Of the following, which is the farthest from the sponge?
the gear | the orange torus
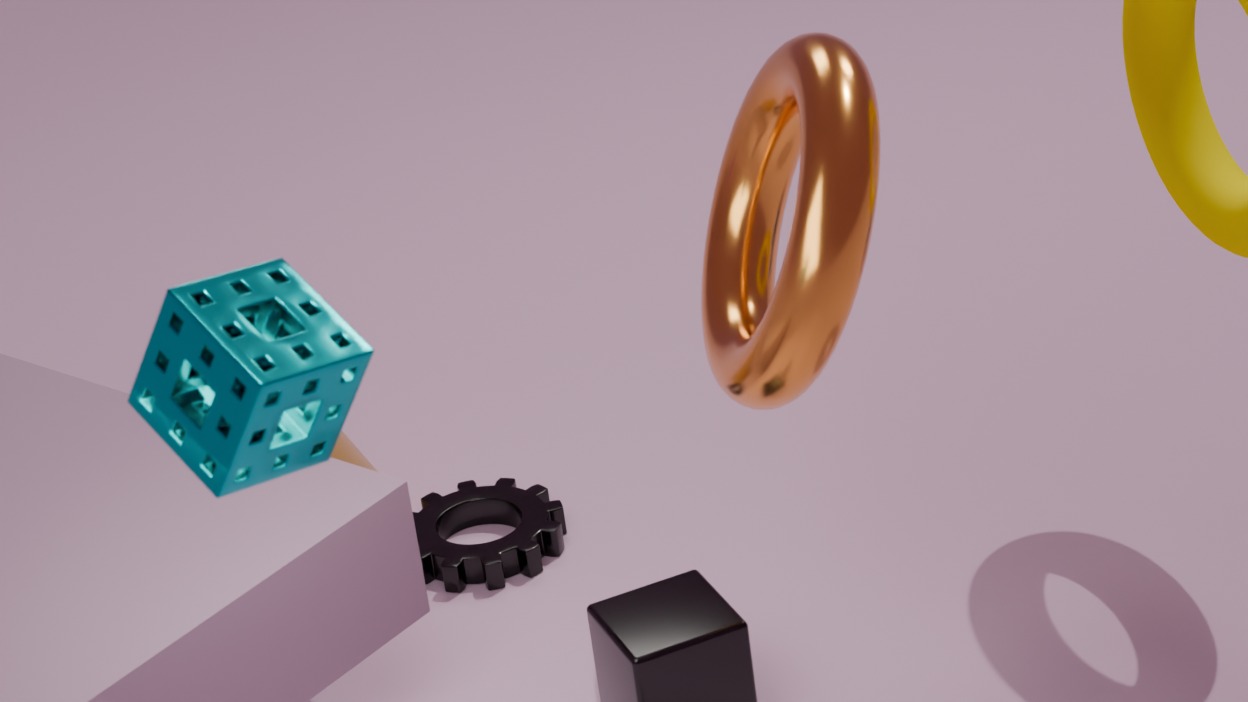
the gear
